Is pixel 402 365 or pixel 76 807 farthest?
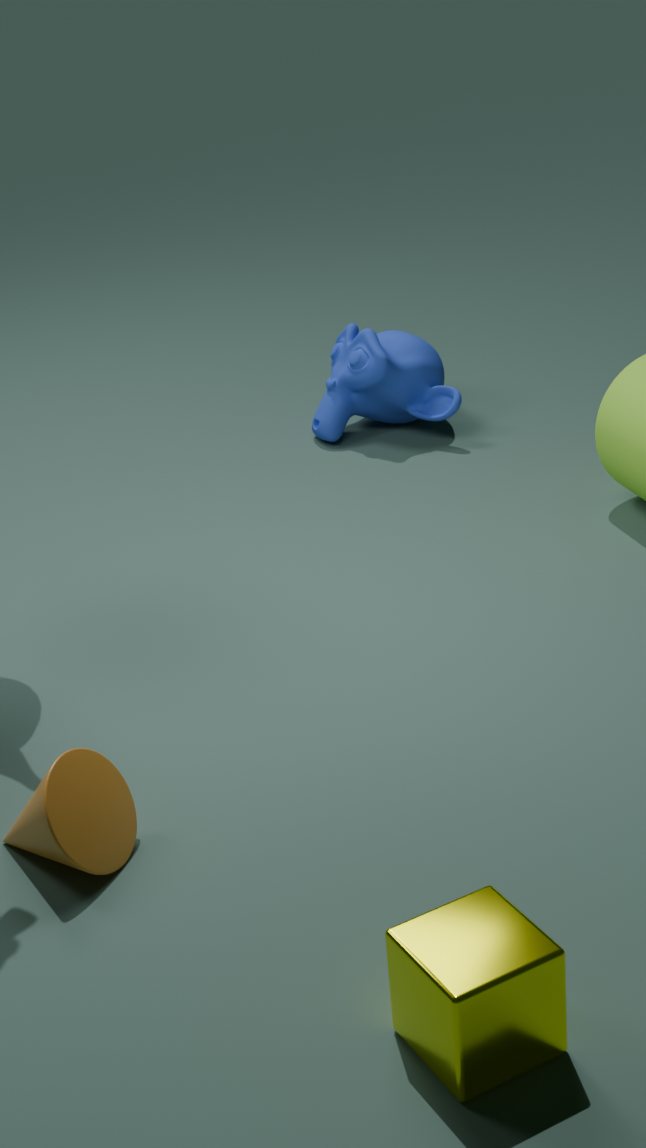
pixel 402 365
